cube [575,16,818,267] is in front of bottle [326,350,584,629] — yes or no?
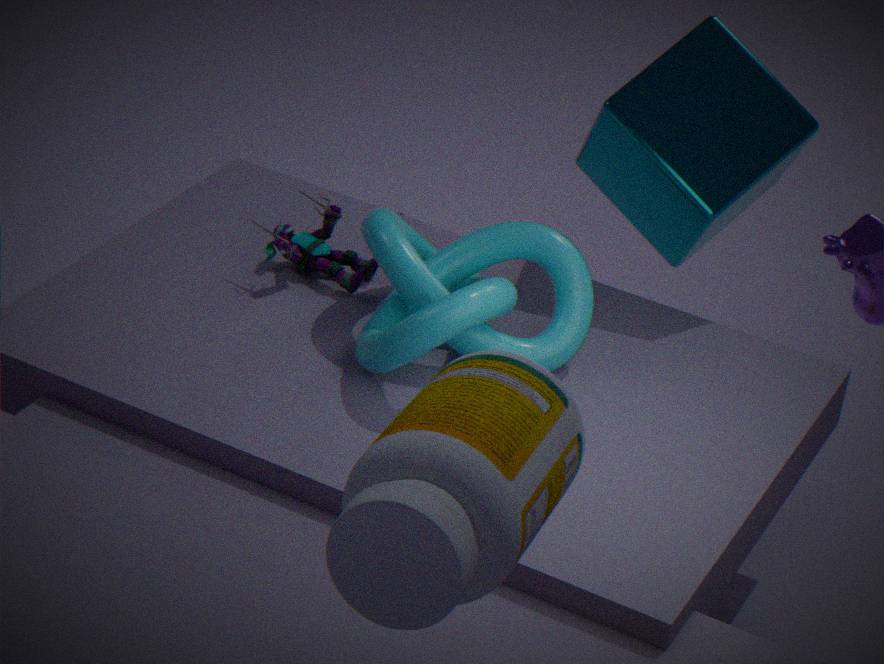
No
